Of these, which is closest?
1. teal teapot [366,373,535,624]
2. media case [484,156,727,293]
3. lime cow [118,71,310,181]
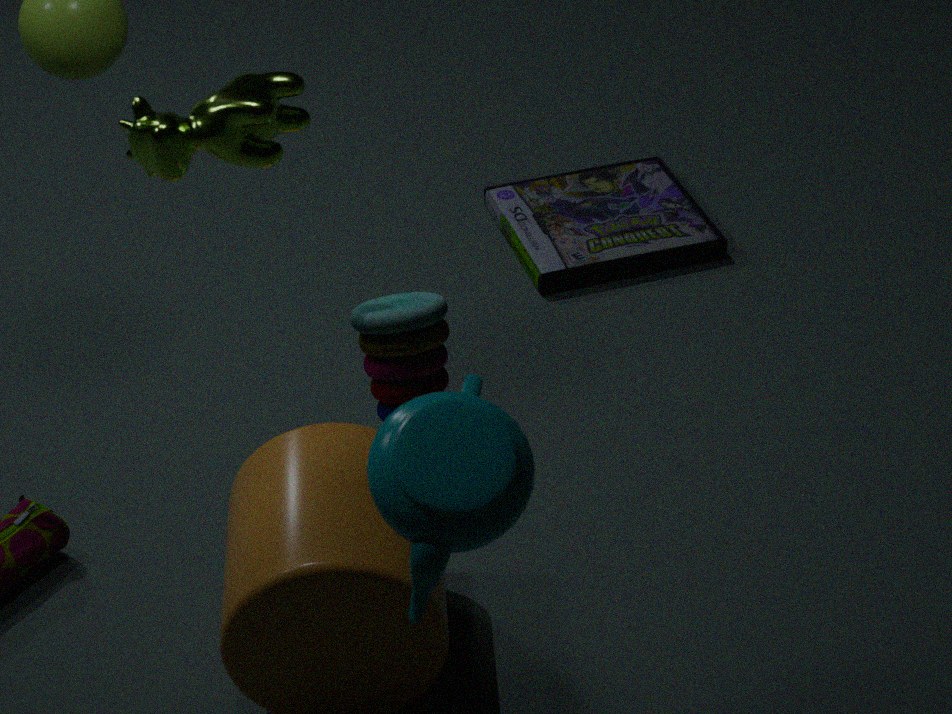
teal teapot [366,373,535,624]
